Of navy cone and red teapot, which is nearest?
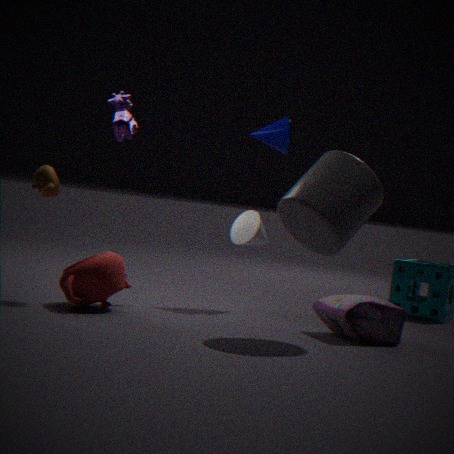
red teapot
